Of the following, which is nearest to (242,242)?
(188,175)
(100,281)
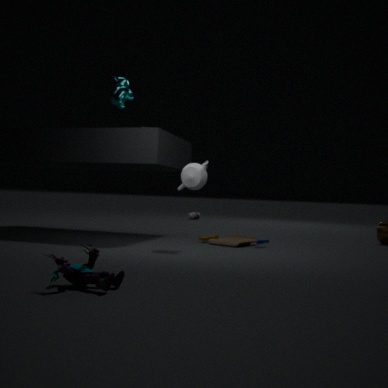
(188,175)
